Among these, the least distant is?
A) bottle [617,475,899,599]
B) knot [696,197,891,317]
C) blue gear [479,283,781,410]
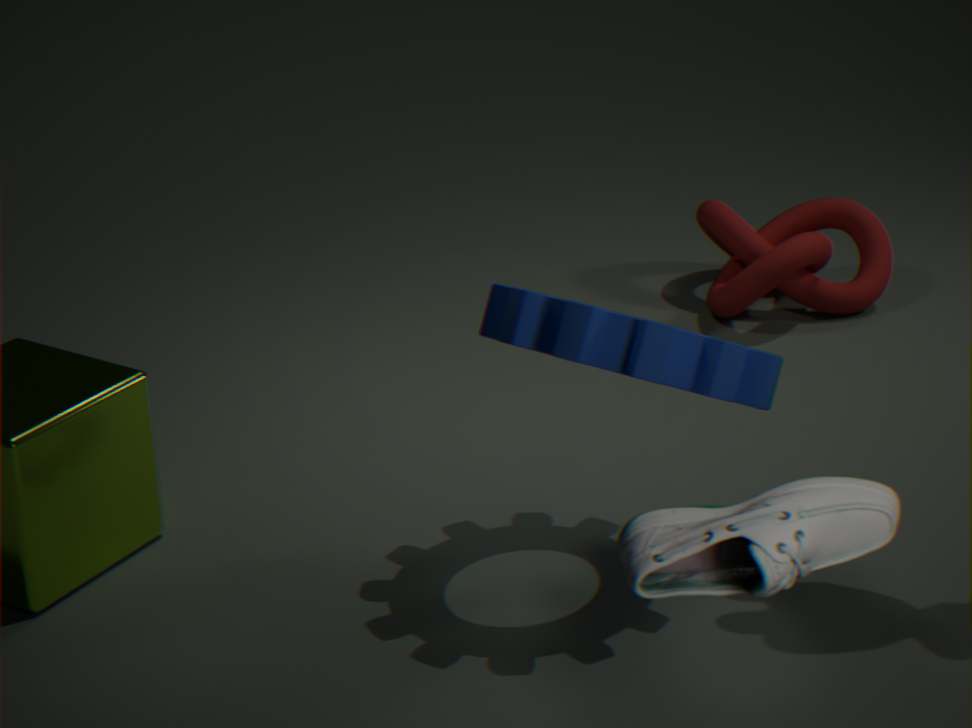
bottle [617,475,899,599]
